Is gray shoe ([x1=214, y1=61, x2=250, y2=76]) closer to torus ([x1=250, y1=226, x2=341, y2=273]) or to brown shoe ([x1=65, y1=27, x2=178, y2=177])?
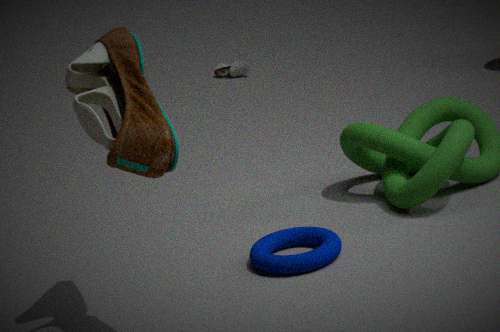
torus ([x1=250, y1=226, x2=341, y2=273])
